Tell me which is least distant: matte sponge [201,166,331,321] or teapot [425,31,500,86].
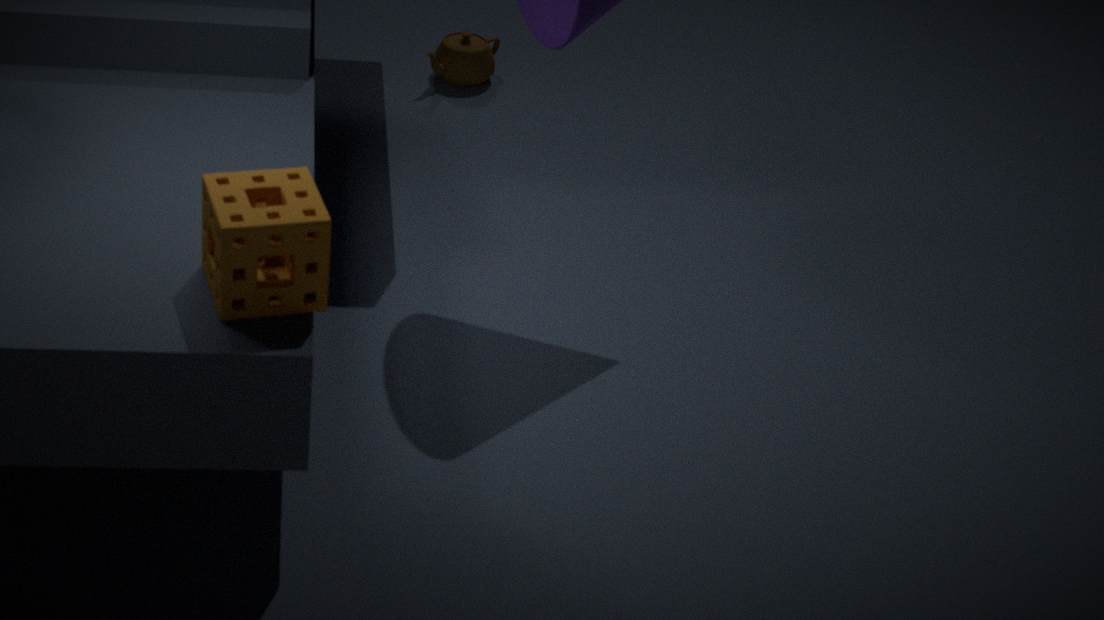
matte sponge [201,166,331,321]
